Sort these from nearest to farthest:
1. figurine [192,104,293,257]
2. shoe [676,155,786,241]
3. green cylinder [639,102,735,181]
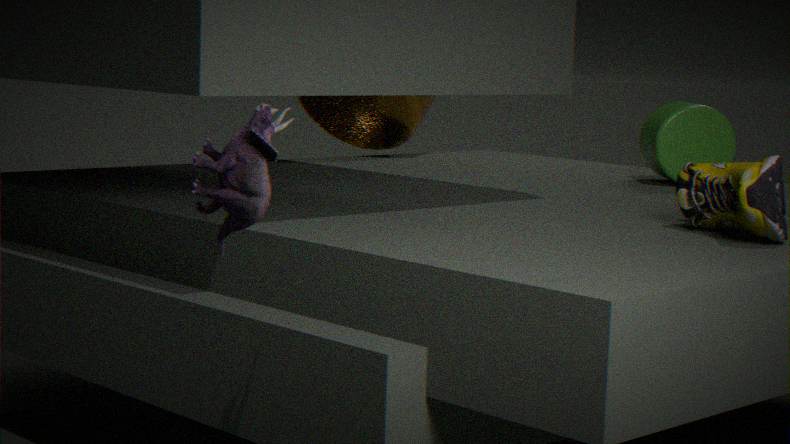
figurine [192,104,293,257] < shoe [676,155,786,241] < green cylinder [639,102,735,181]
